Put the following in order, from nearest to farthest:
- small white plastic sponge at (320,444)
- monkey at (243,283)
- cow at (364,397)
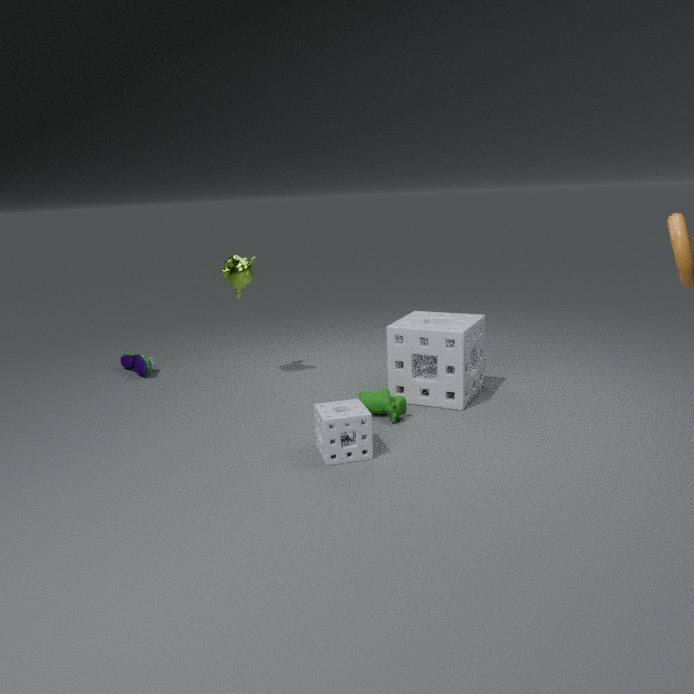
small white plastic sponge at (320,444) < cow at (364,397) < monkey at (243,283)
